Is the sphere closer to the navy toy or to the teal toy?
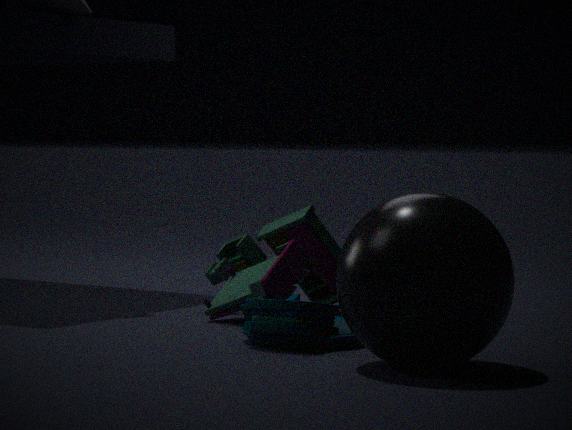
the teal toy
